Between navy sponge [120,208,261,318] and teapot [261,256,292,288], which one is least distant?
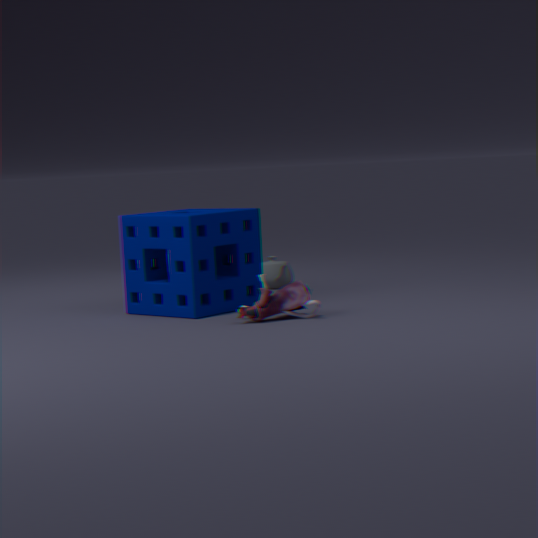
navy sponge [120,208,261,318]
